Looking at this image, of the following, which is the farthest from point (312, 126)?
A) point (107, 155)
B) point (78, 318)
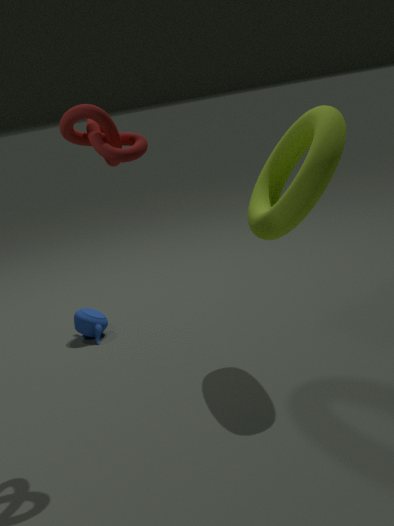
point (78, 318)
